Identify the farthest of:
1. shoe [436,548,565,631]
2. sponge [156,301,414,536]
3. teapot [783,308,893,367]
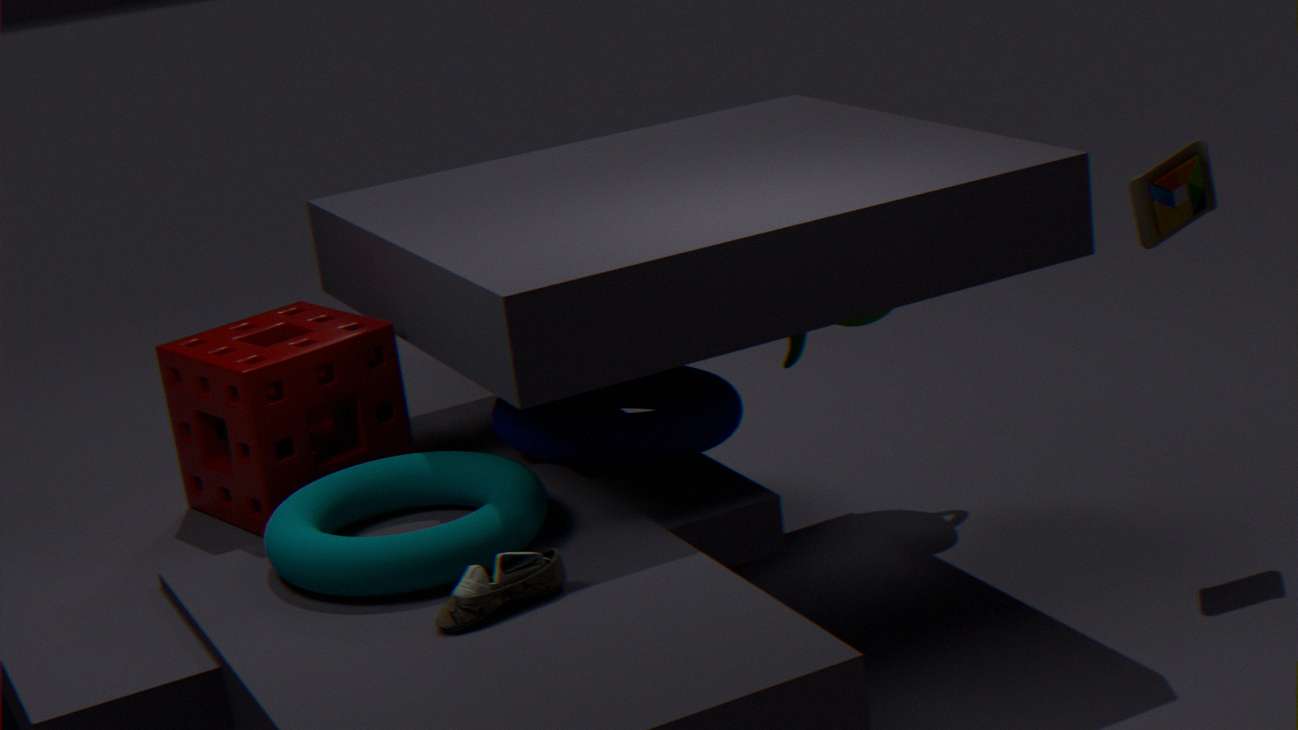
teapot [783,308,893,367]
